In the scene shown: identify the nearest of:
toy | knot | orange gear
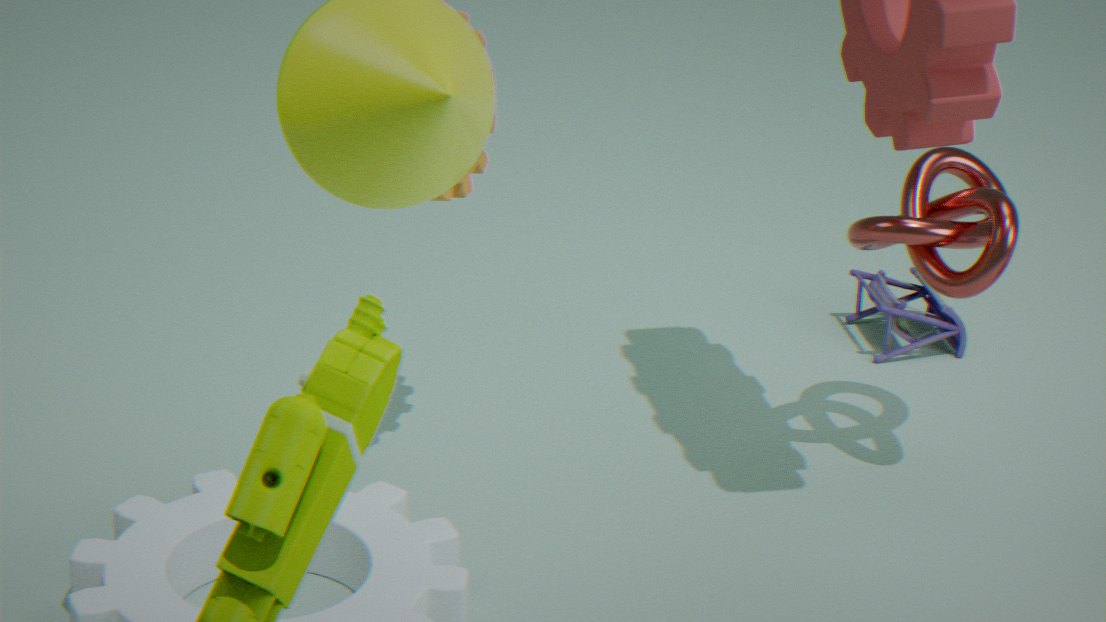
orange gear
